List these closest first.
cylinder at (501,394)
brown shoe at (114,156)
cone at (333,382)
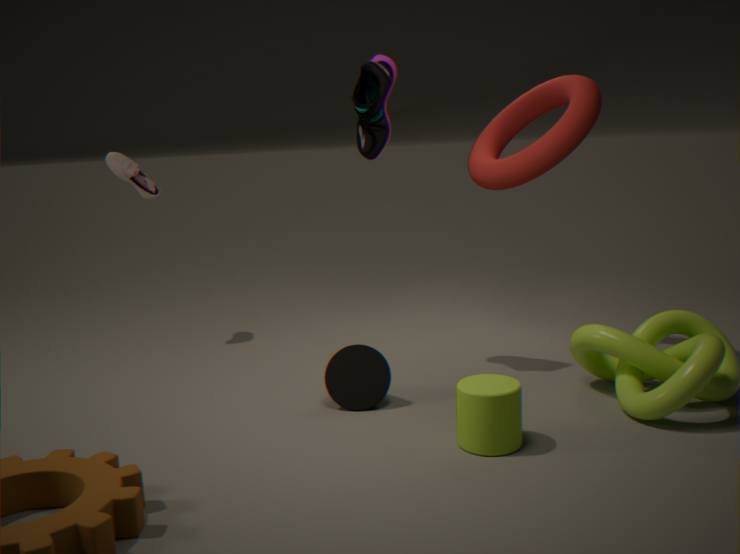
cylinder at (501,394)
cone at (333,382)
brown shoe at (114,156)
